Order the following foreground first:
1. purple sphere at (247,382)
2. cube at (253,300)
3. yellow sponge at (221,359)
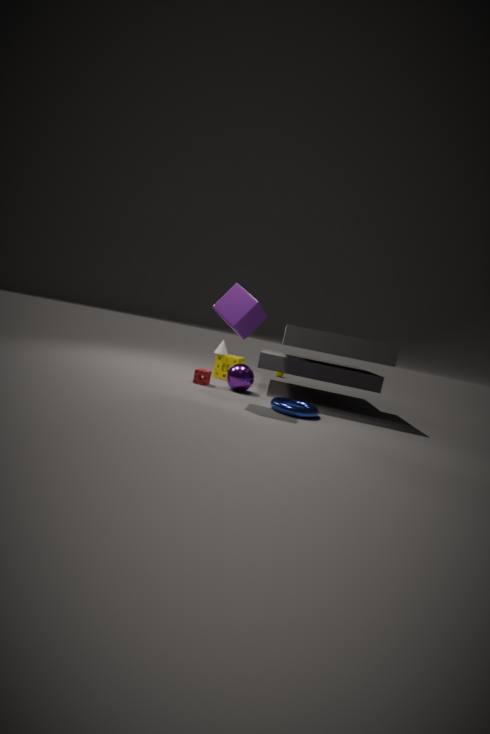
cube at (253,300), purple sphere at (247,382), yellow sponge at (221,359)
